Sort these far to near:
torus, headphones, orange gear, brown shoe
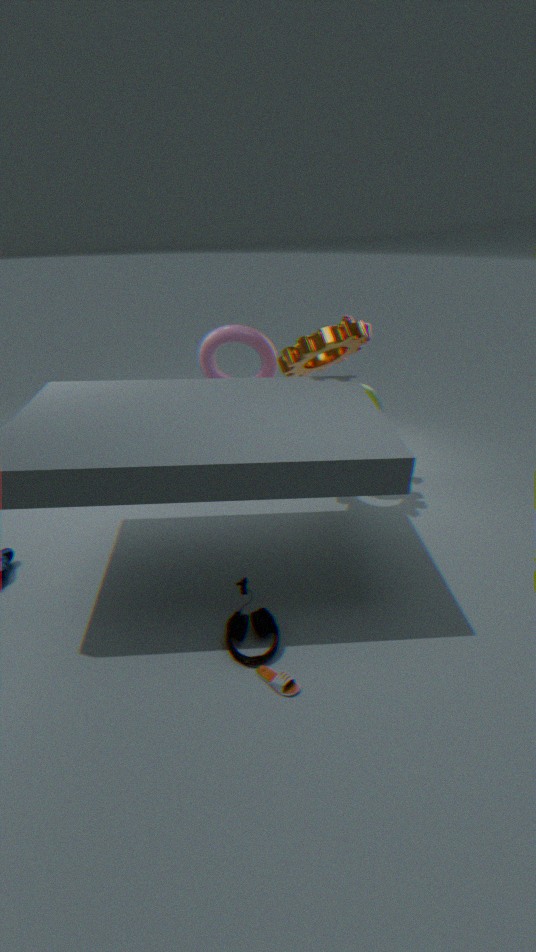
torus < orange gear < headphones < brown shoe
